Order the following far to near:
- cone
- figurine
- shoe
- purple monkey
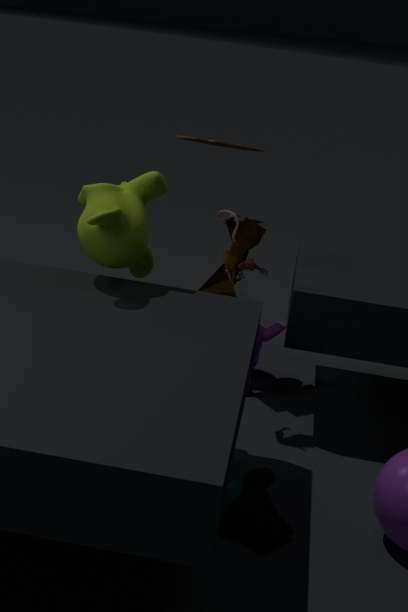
cone
purple monkey
figurine
shoe
